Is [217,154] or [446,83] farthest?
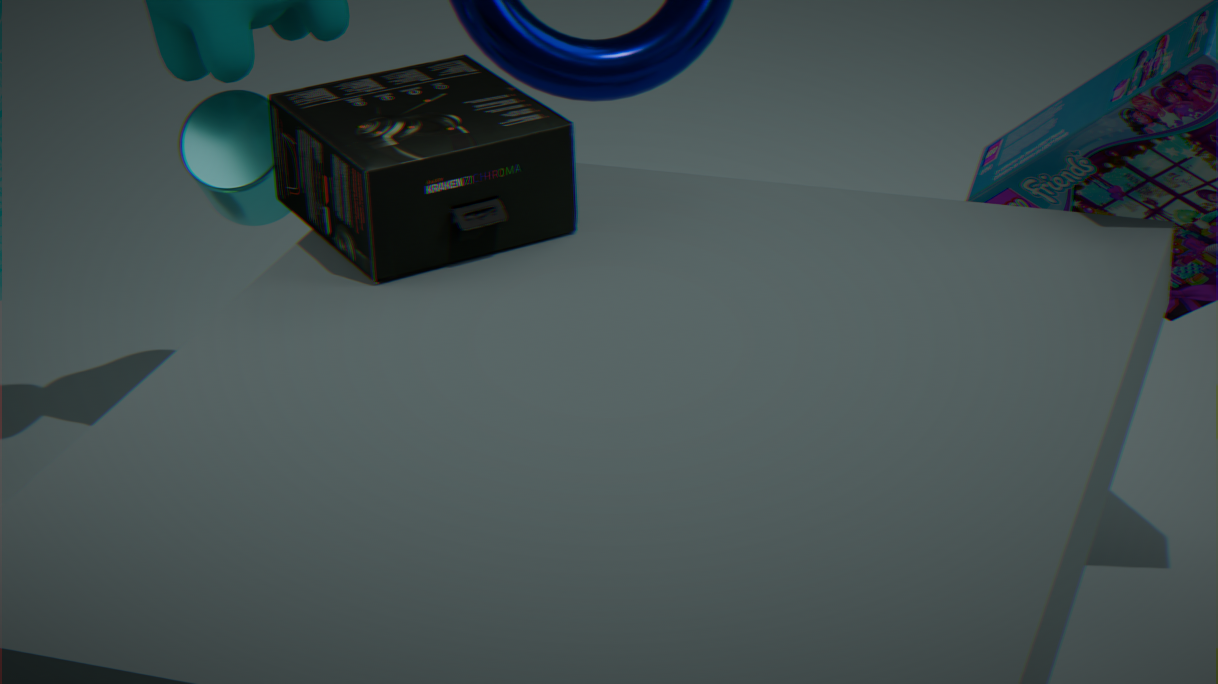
[217,154]
